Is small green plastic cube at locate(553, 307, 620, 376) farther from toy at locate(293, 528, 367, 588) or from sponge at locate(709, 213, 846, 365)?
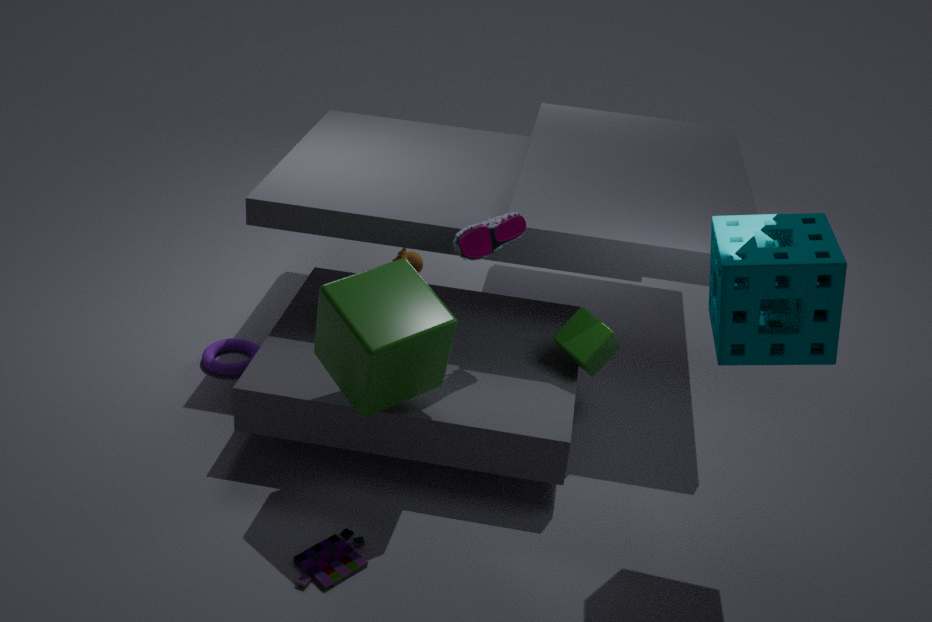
toy at locate(293, 528, 367, 588)
